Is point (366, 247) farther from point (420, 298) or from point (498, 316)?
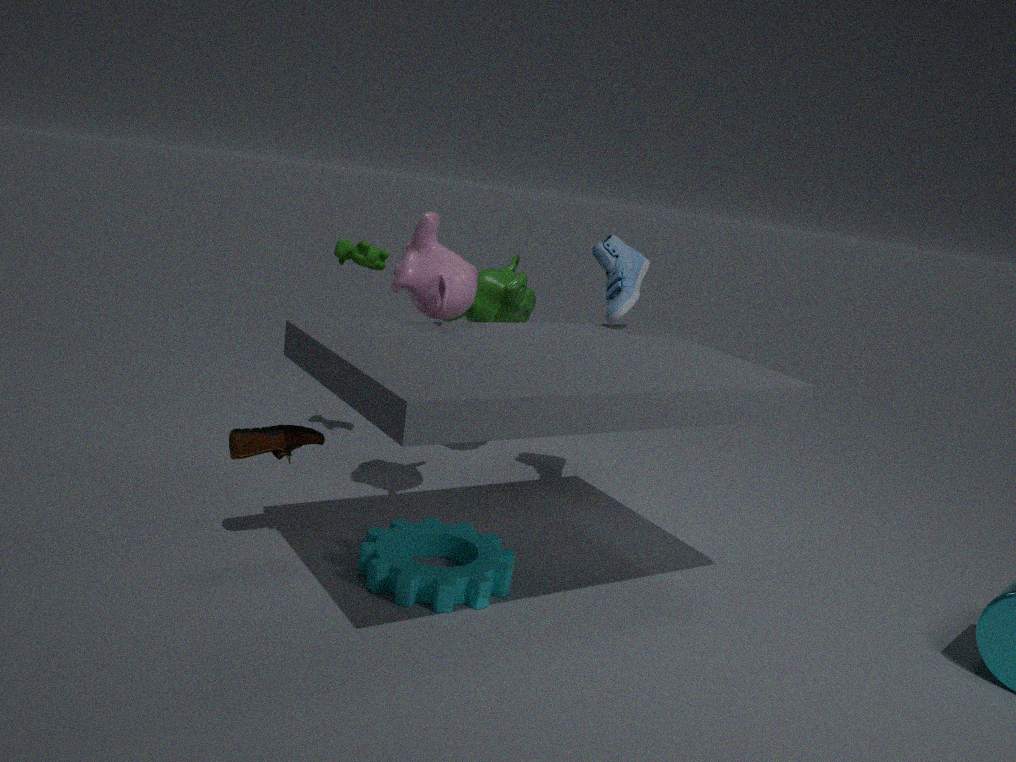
point (420, 298)
